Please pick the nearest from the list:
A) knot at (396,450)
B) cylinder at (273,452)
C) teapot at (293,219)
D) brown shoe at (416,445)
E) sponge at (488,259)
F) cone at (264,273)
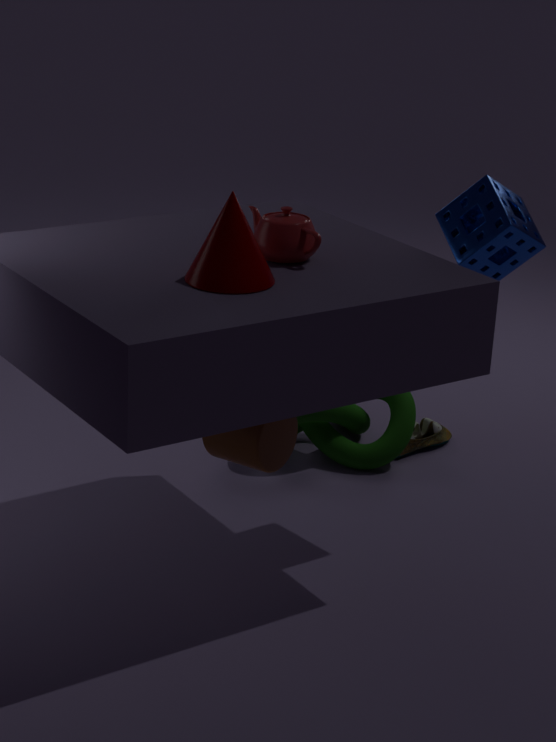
cone at (264,273)
